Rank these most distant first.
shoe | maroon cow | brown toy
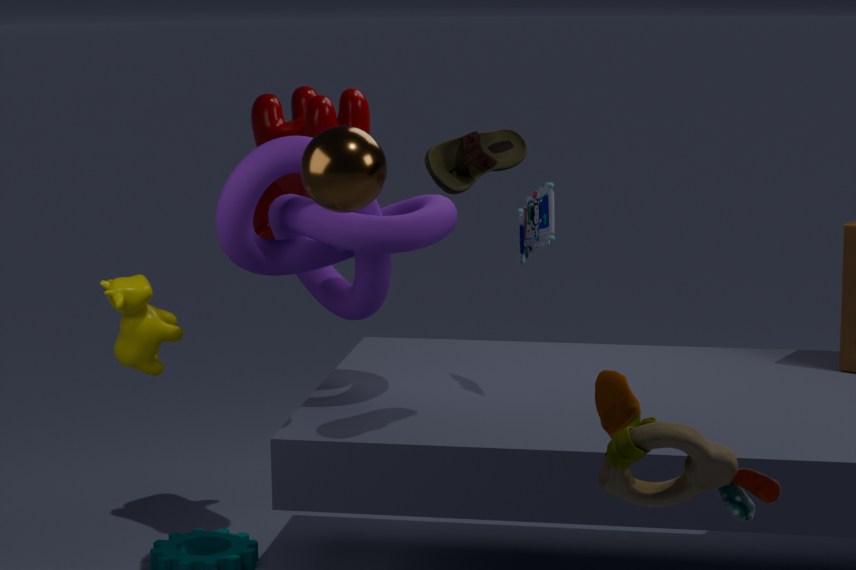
1. maroon cow
2. shoe
3. brown toy
